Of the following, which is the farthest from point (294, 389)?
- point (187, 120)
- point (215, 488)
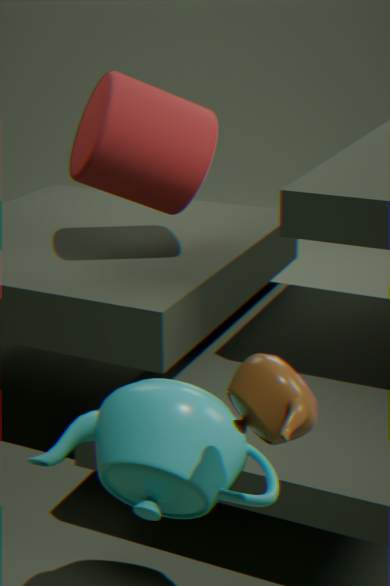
point (187, 120)
